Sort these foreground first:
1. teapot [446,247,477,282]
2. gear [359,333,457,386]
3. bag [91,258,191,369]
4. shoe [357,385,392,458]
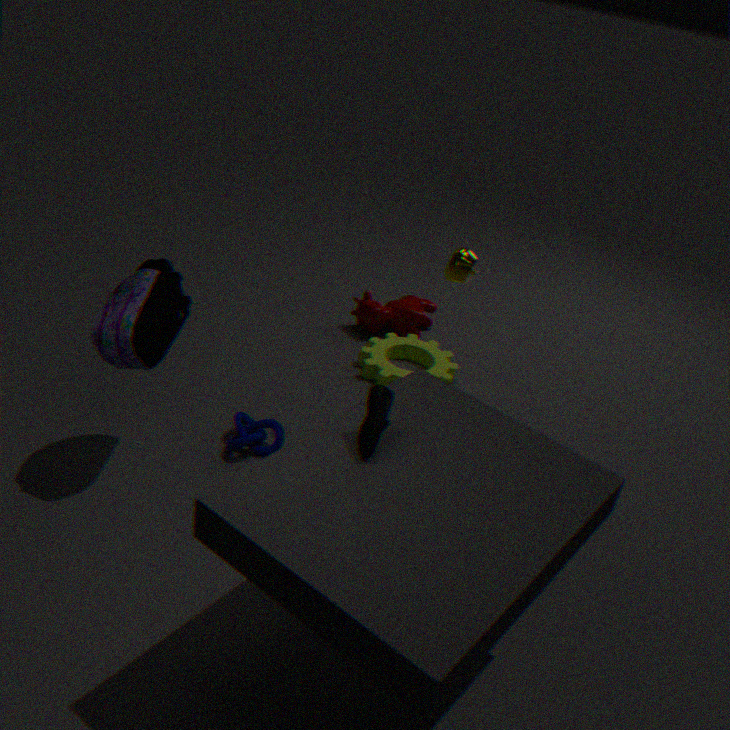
shoe [357,385,392,458] → bag [91,258,191,369] → teapot [446,247,477,282] → gear [359,333,457,386]
